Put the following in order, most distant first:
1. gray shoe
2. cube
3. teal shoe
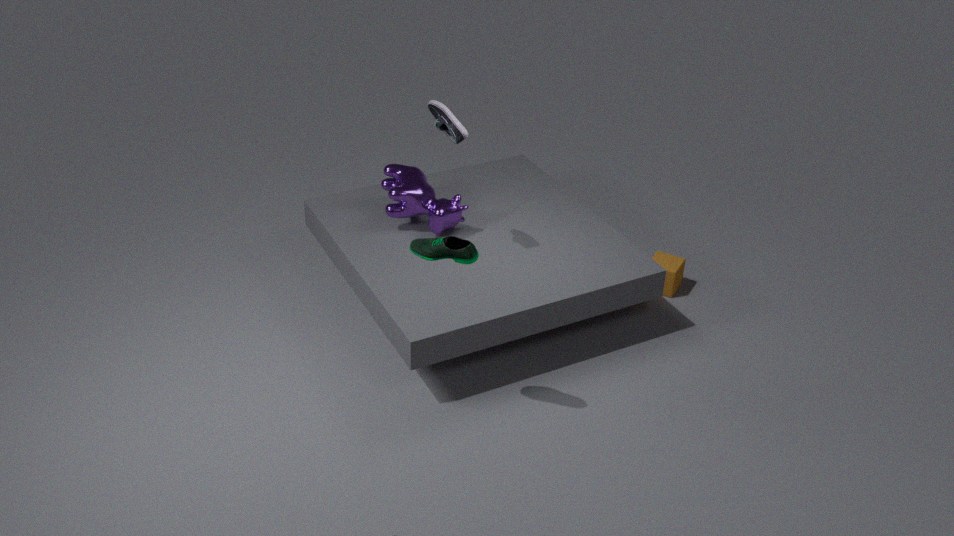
1. cube
2. gray shoe
3. teal shoe
